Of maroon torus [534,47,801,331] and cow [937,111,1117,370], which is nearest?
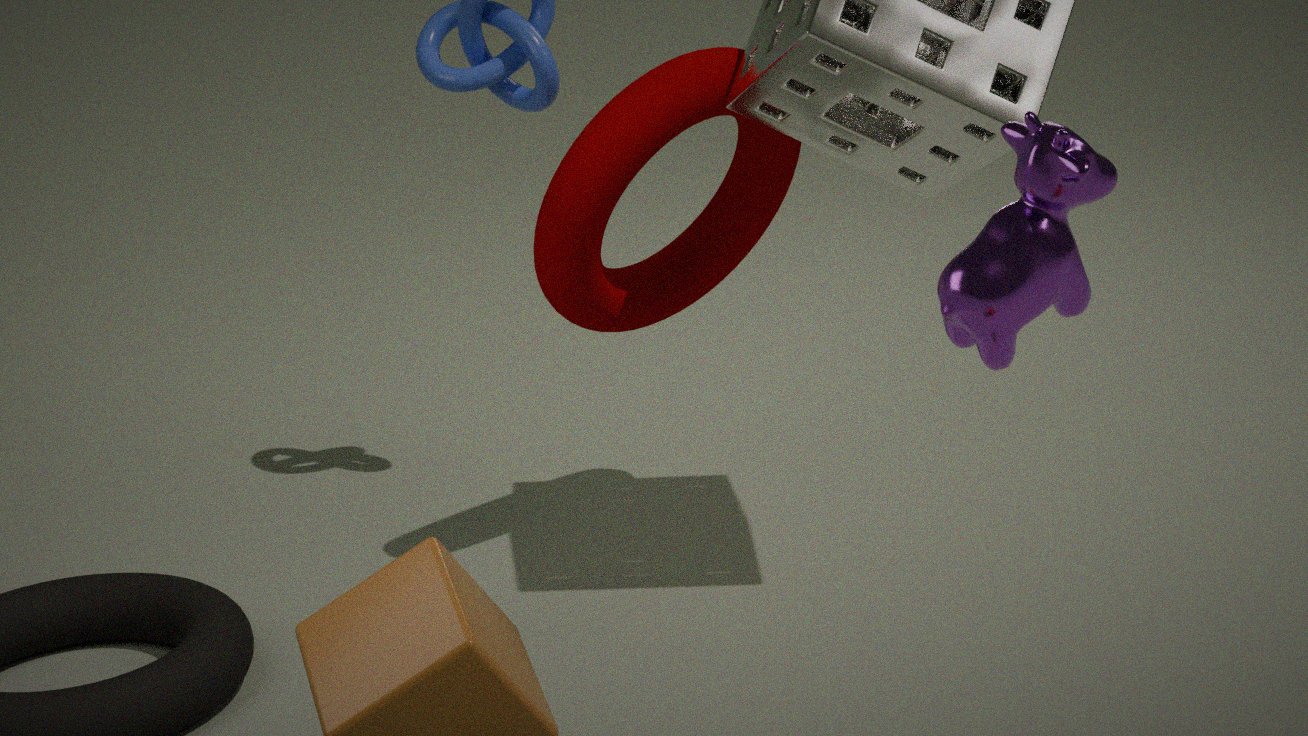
cow [937,111,1117,370]
